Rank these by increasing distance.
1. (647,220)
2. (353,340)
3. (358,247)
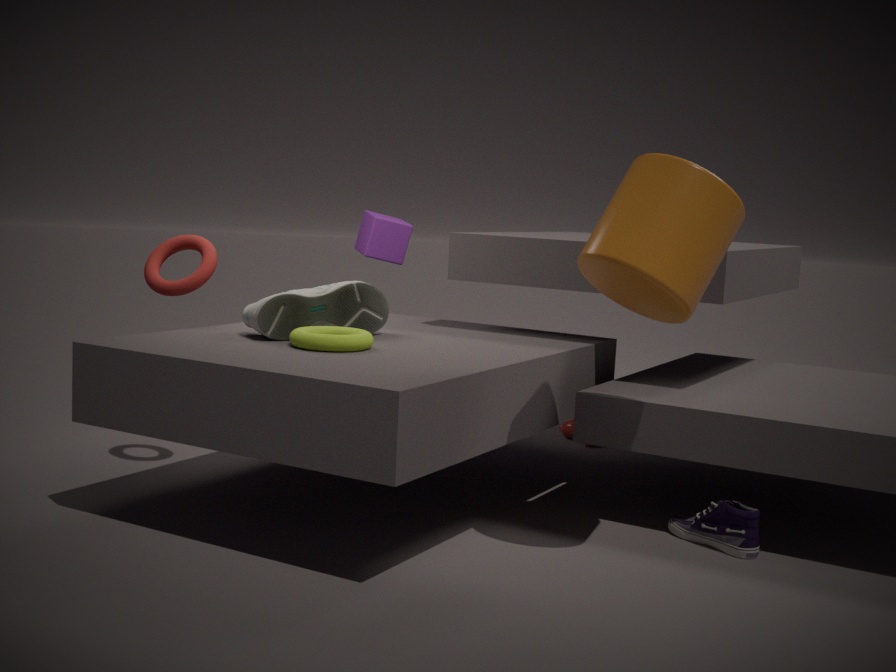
(647,220) < (353,340) < (358,247)
